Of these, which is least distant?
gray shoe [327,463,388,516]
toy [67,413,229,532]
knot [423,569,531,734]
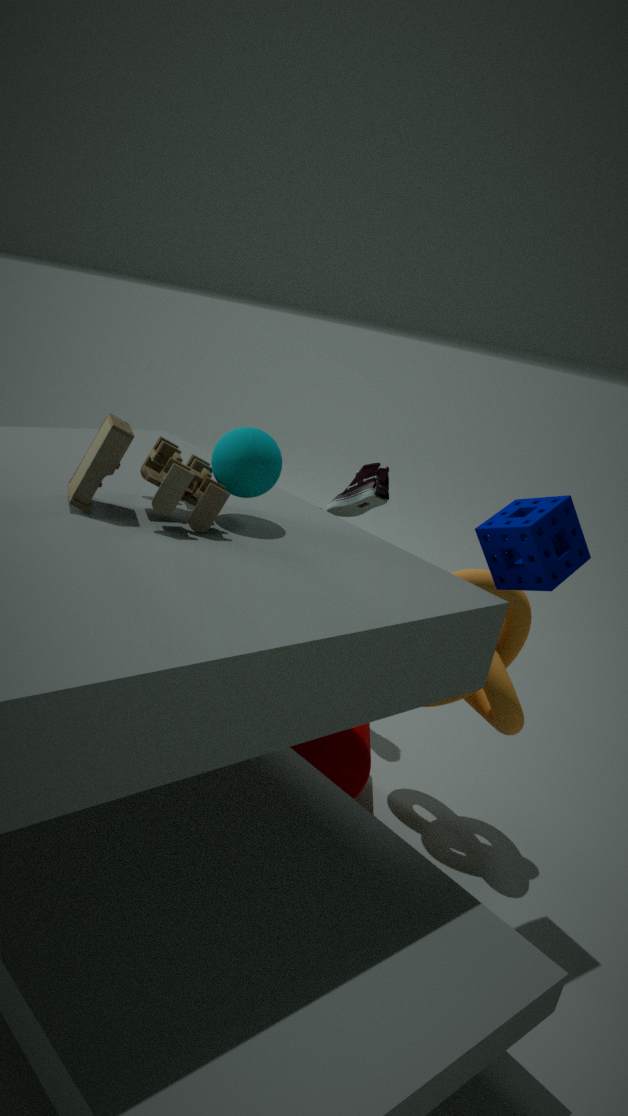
toy [67,413,229,532]
